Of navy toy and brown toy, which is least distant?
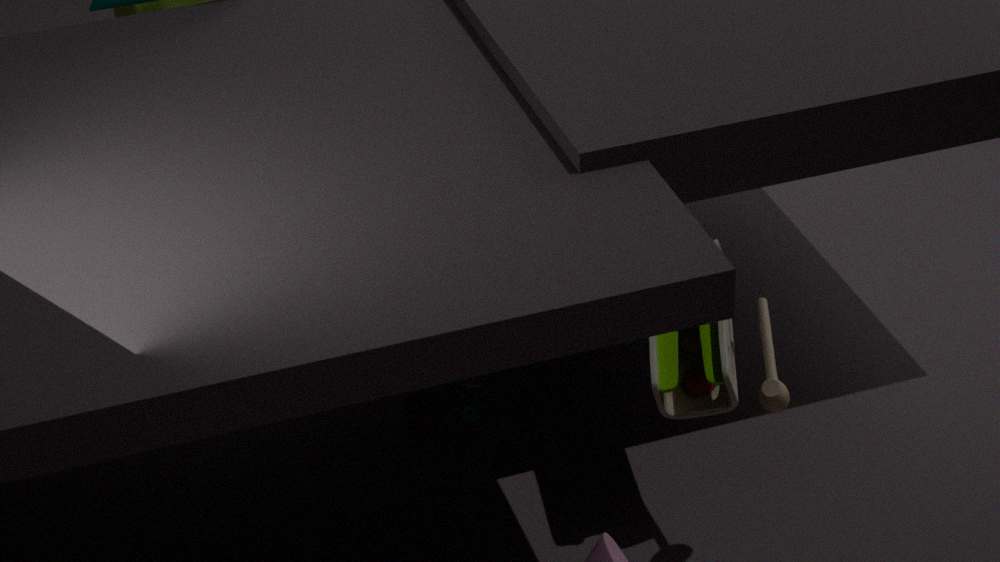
brown toy
